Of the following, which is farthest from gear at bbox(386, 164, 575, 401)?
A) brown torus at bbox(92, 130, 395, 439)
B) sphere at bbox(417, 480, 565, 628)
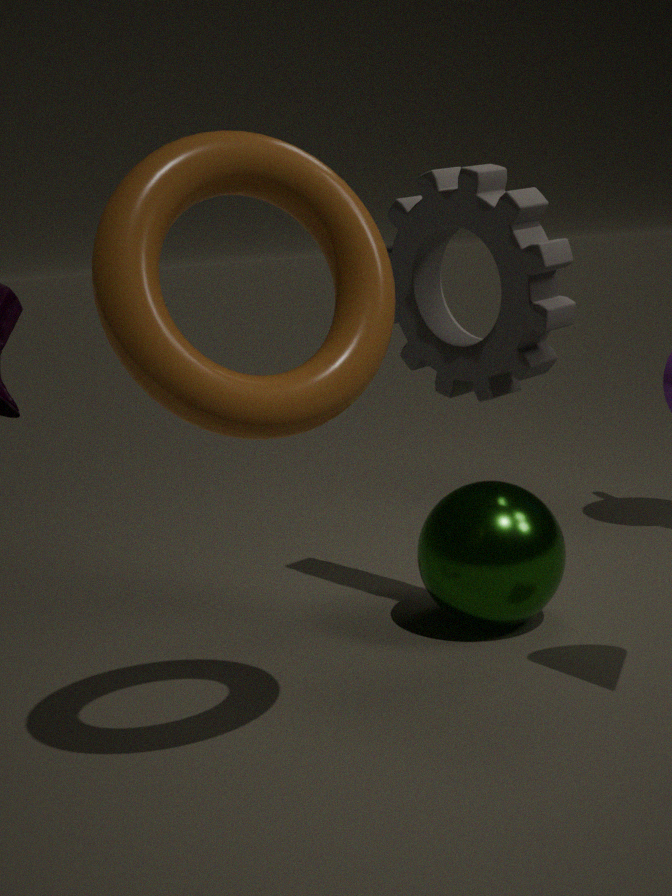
brown torus at bbox(92, 130, 395, 439)
